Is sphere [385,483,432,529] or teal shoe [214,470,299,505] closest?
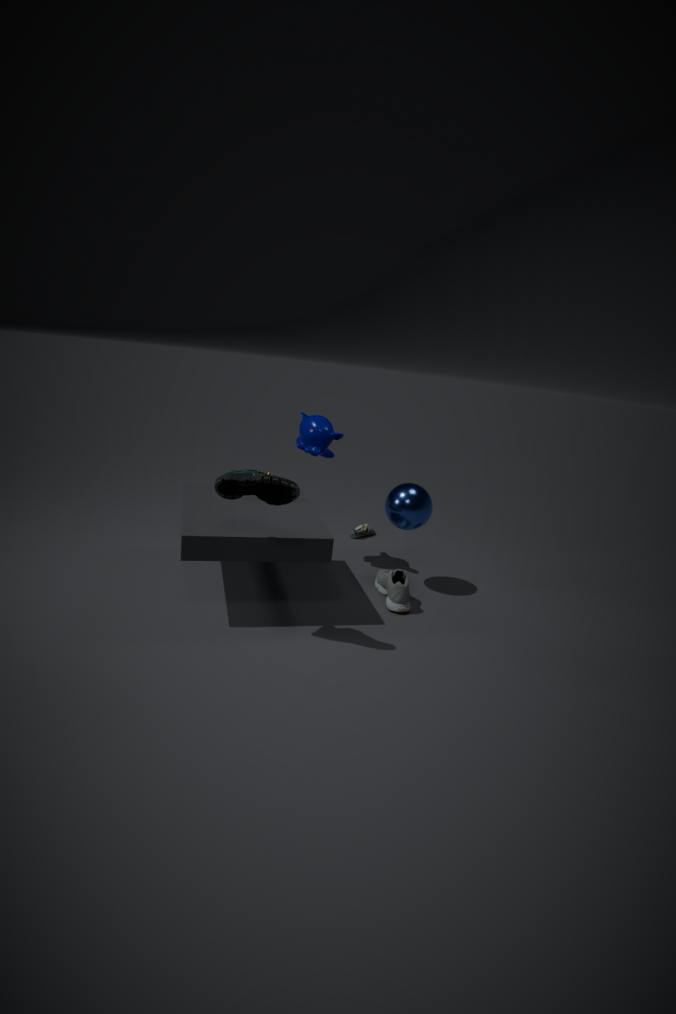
teal shoe [214,470,299,505]
